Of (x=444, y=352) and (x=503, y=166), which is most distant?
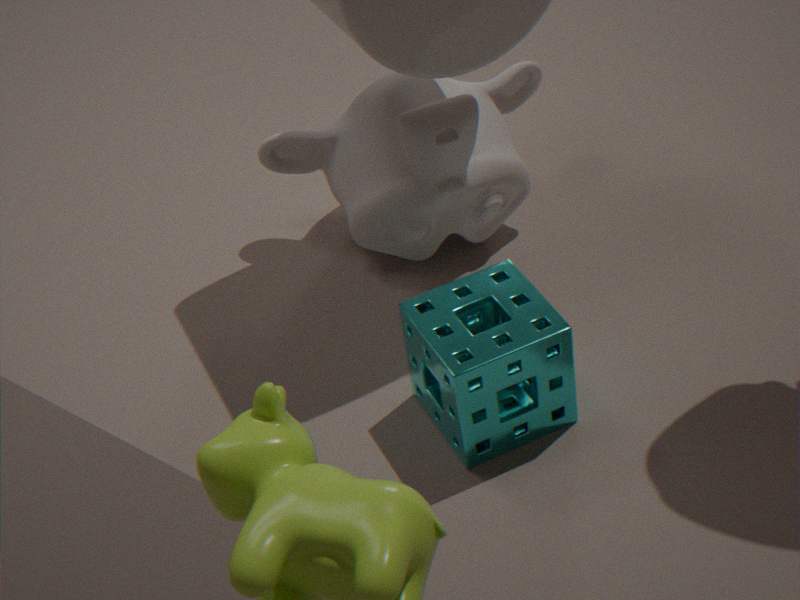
(x=503, y=166)
